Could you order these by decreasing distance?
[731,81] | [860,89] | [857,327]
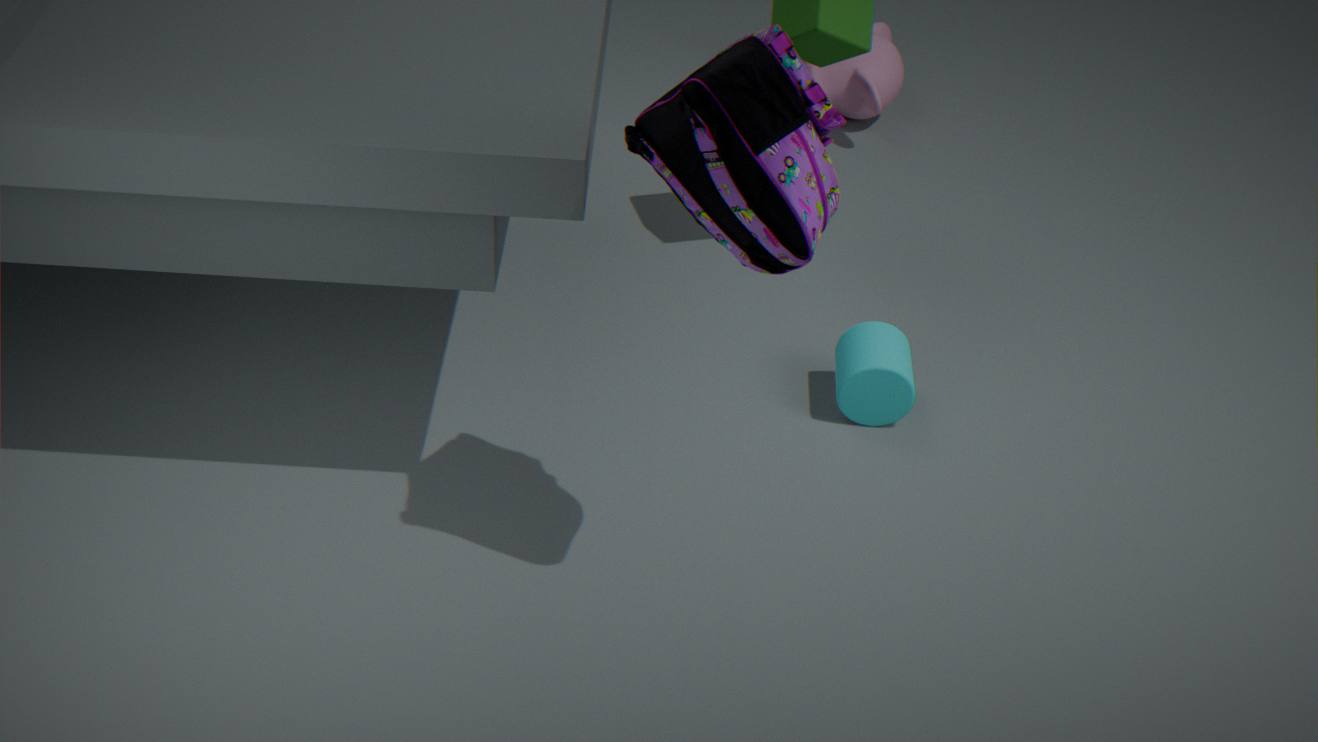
[860,89] → [857,327] → [731,81]
